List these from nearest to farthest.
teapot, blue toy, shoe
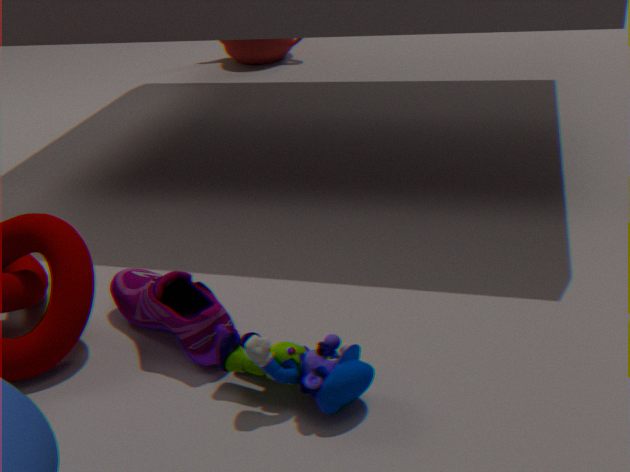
blue toy → shoe → teapot
